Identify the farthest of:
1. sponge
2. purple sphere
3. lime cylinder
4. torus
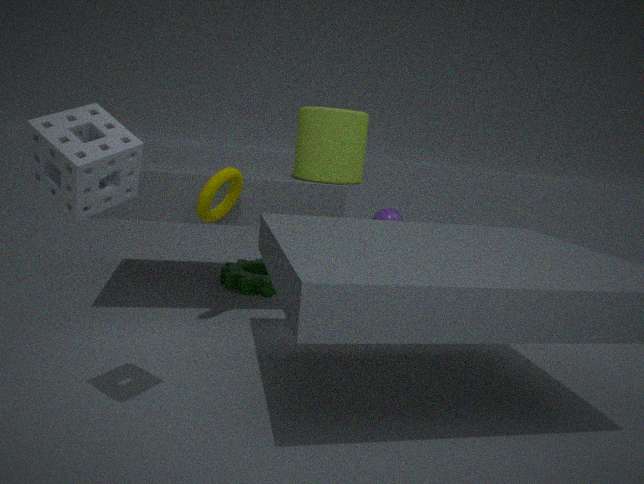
purple sphere
